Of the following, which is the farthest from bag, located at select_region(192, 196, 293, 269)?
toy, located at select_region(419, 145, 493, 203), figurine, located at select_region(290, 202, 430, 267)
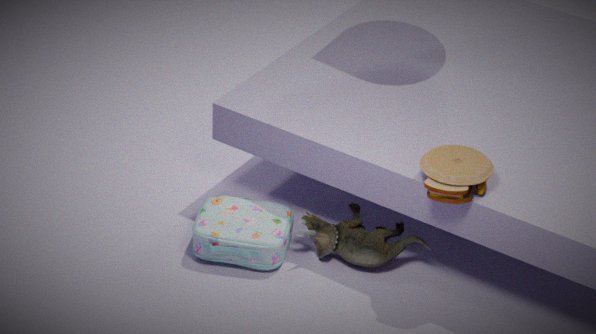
toy, located at select_region(419, 145, 493, 203)
